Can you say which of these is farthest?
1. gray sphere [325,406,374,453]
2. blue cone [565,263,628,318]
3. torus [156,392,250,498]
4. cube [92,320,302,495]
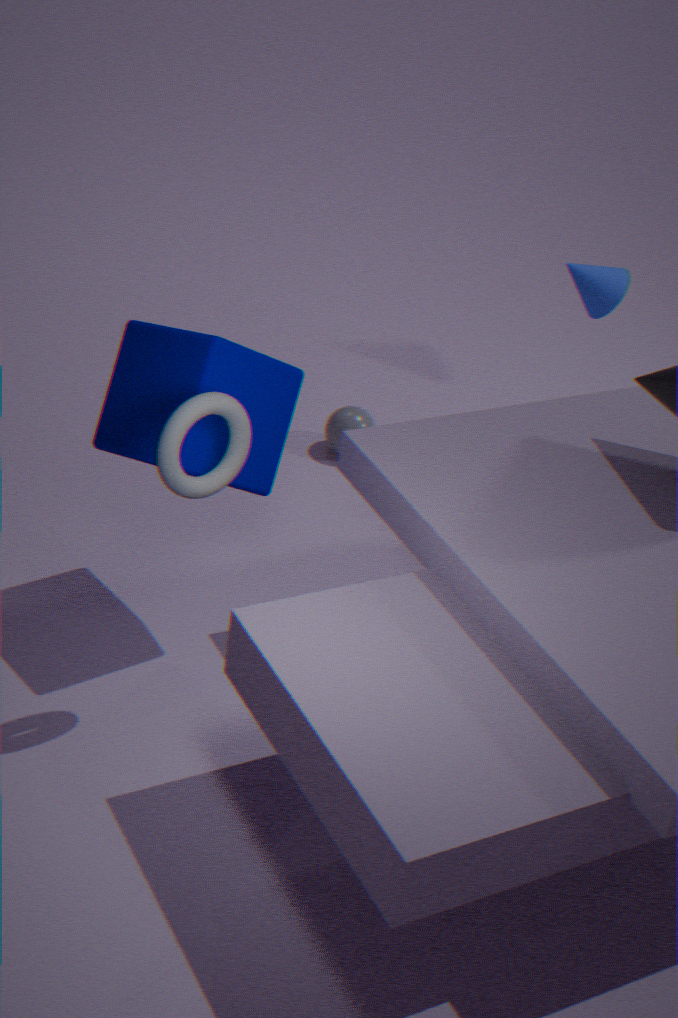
blue cone [565,263,628,318]
